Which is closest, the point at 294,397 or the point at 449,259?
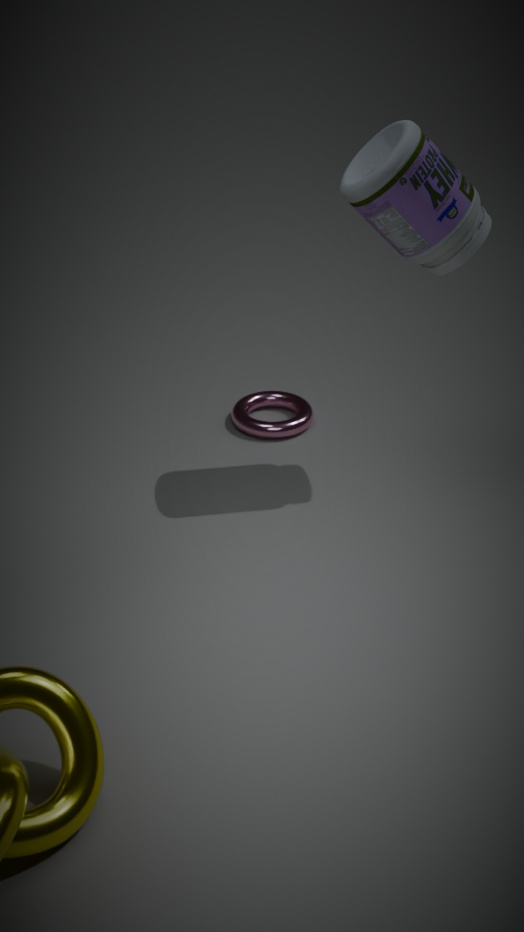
the point at 449,259
